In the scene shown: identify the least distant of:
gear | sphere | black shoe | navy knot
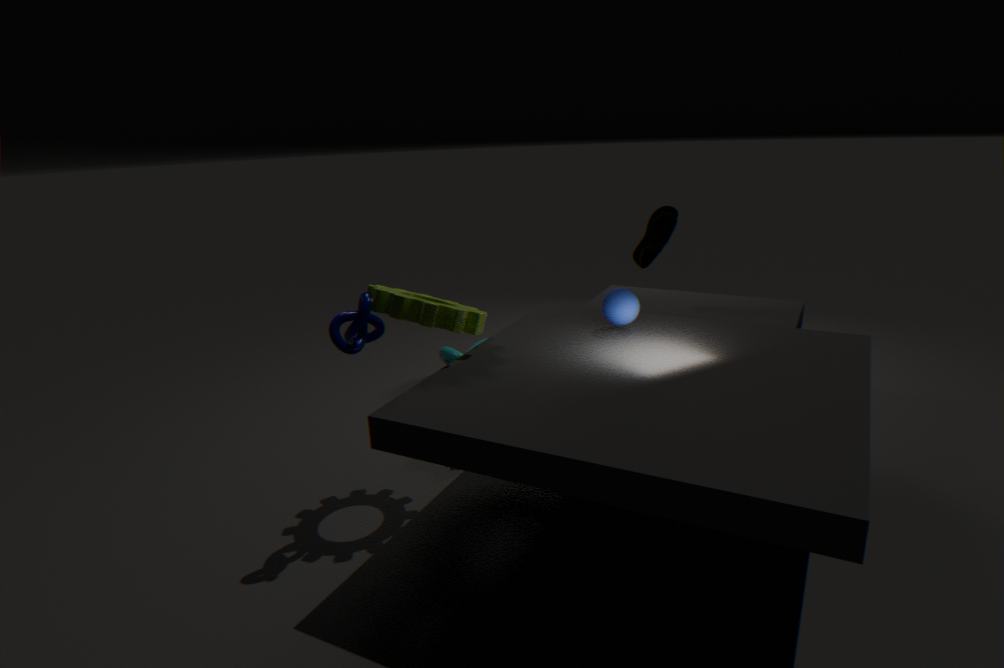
navy knot
